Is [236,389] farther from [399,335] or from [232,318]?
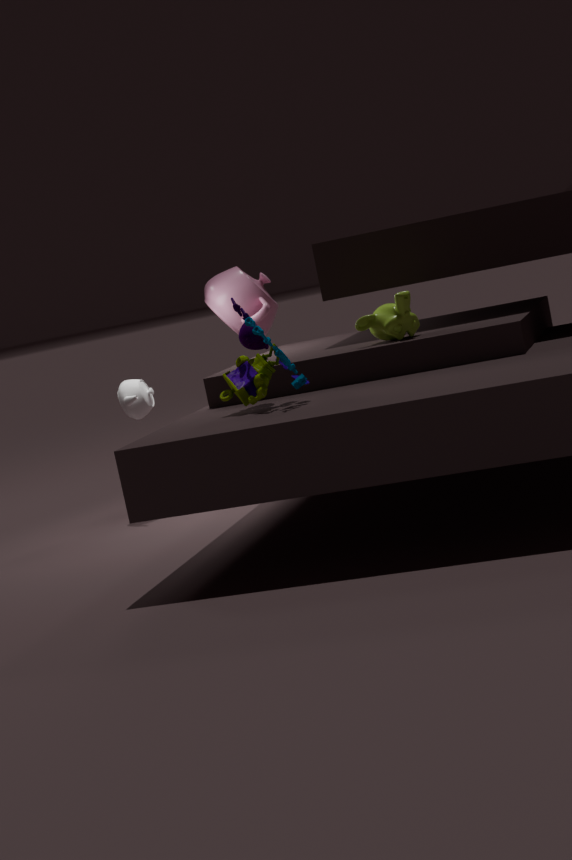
[232,318]
